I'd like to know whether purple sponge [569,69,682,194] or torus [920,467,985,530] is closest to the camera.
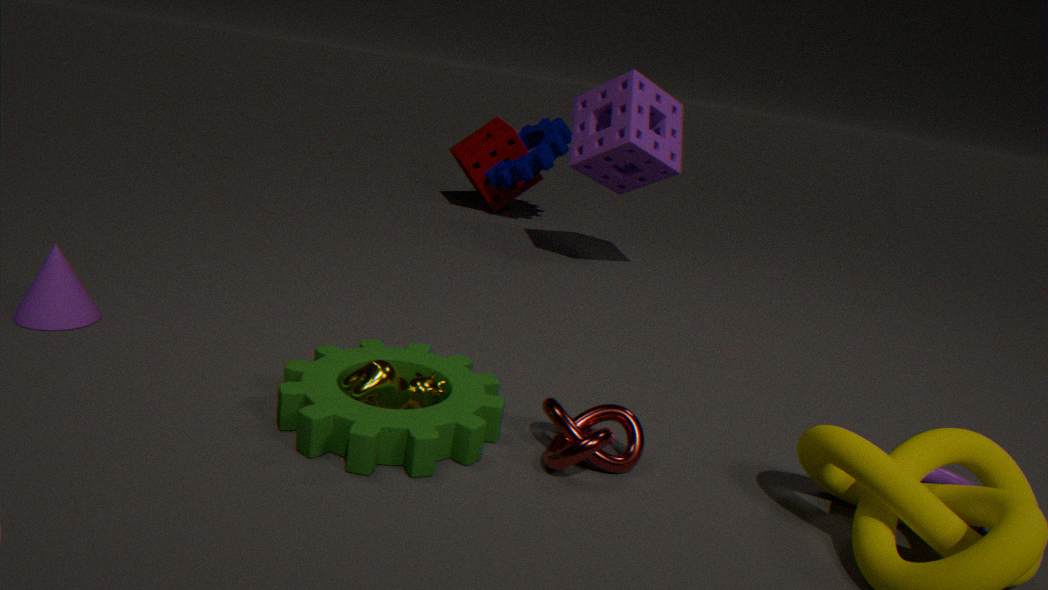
torus [920,467,985,530]
